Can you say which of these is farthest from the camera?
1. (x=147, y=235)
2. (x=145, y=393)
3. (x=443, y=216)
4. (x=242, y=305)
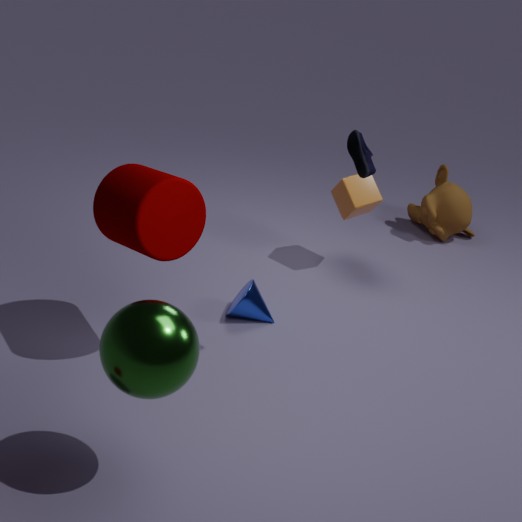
(x=443, y=216)
